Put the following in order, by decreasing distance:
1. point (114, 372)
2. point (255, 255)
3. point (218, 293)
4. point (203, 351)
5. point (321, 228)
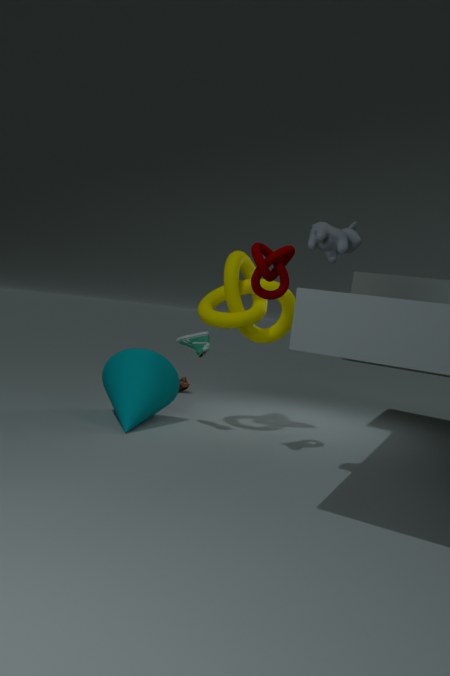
point (218, 293) → point (114, 372) → point (203, 351) → point (255, 255) → point (321, 228)
